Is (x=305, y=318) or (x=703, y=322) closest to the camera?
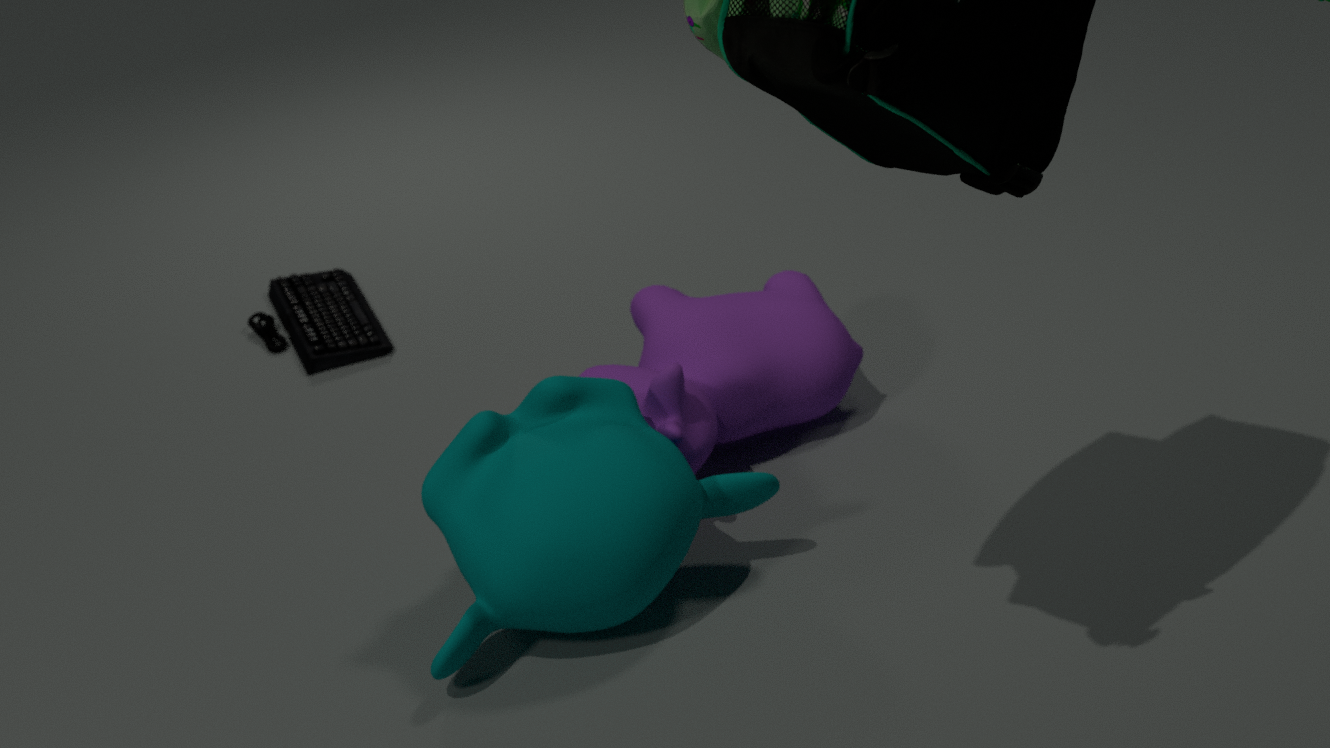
(x=703, y=322)
